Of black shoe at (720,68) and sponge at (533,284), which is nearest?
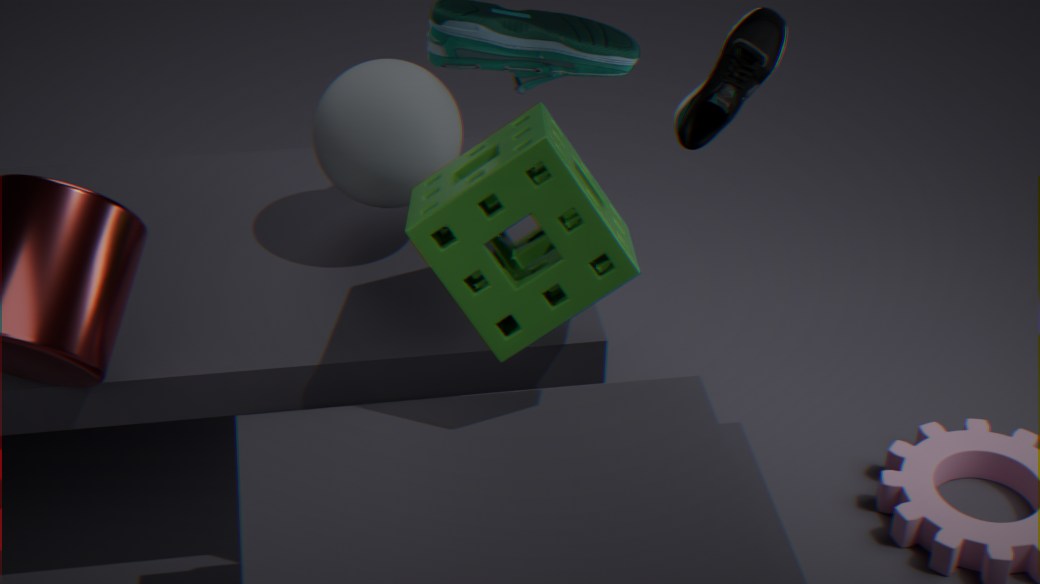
sponge at (533,284)
